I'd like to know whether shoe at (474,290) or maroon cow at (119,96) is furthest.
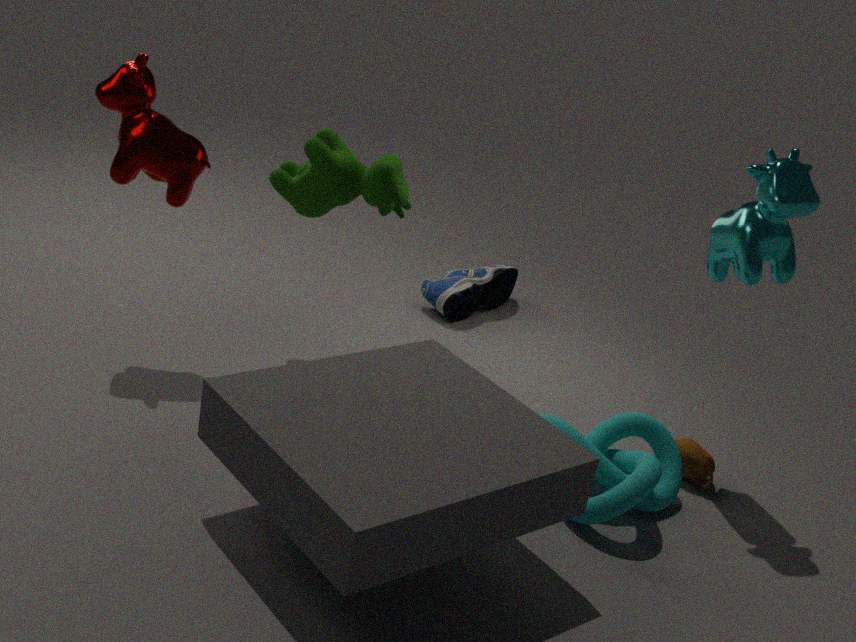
shoe at (474,290)
